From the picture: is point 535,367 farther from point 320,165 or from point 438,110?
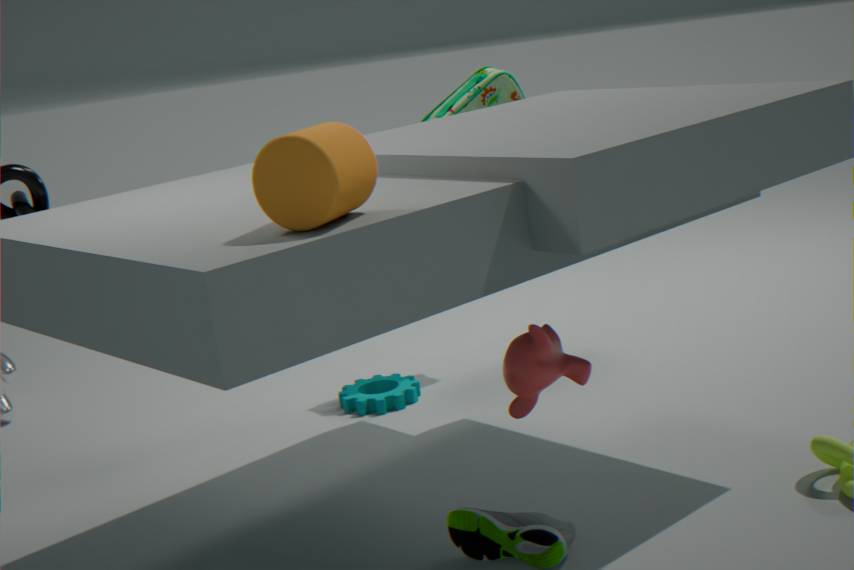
point 438,110
